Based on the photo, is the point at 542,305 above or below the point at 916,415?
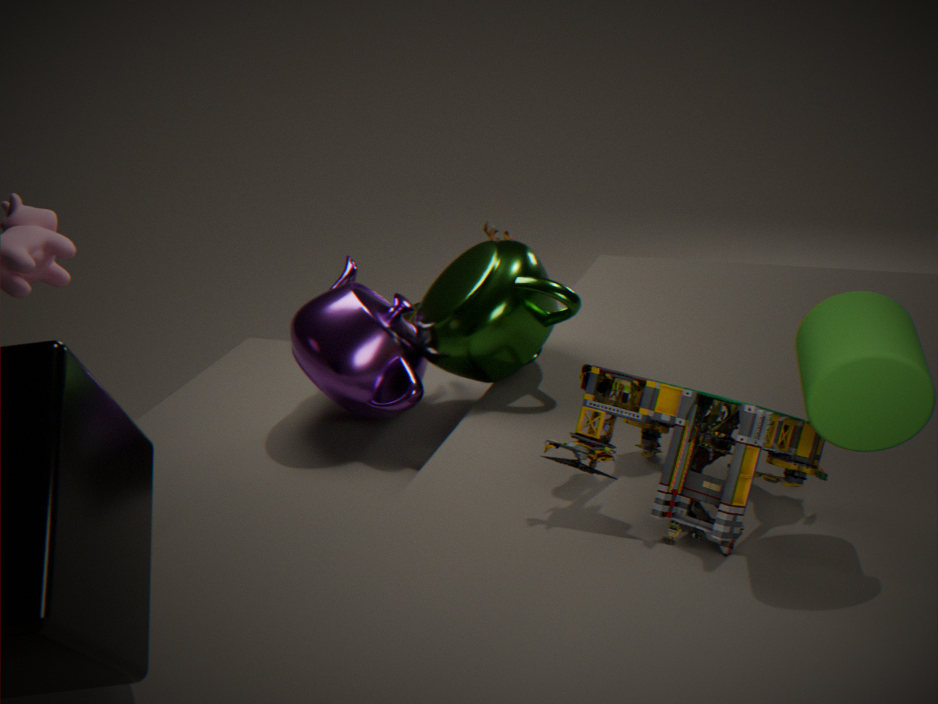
below
